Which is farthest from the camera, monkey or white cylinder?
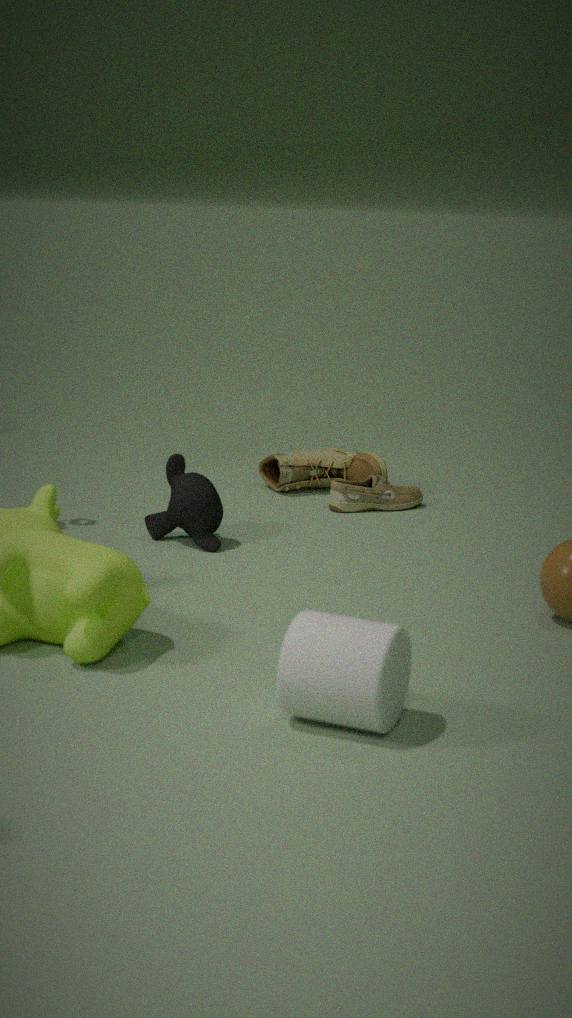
monkey
